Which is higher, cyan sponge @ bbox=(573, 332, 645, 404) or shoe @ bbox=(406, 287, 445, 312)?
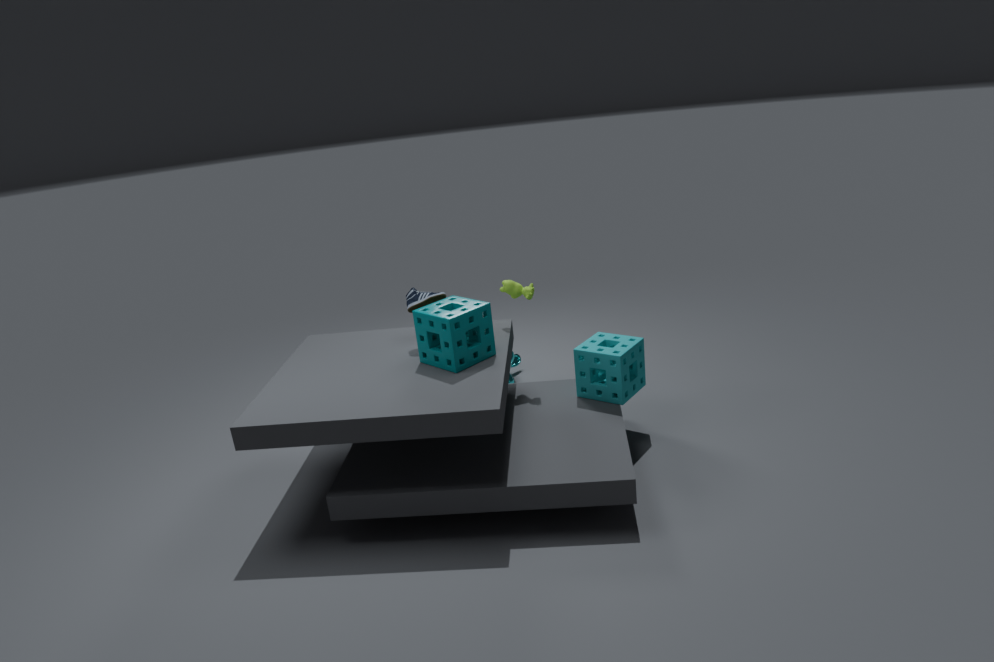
shoe @ bbox=(406, 287, 445, 312)
